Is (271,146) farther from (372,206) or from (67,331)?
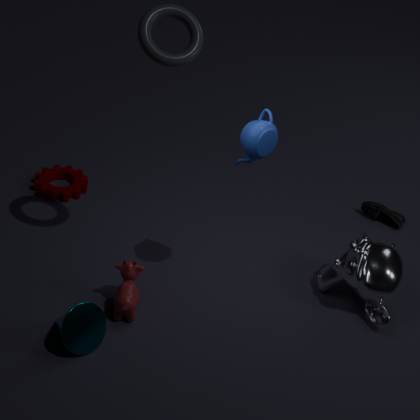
(372,206)
